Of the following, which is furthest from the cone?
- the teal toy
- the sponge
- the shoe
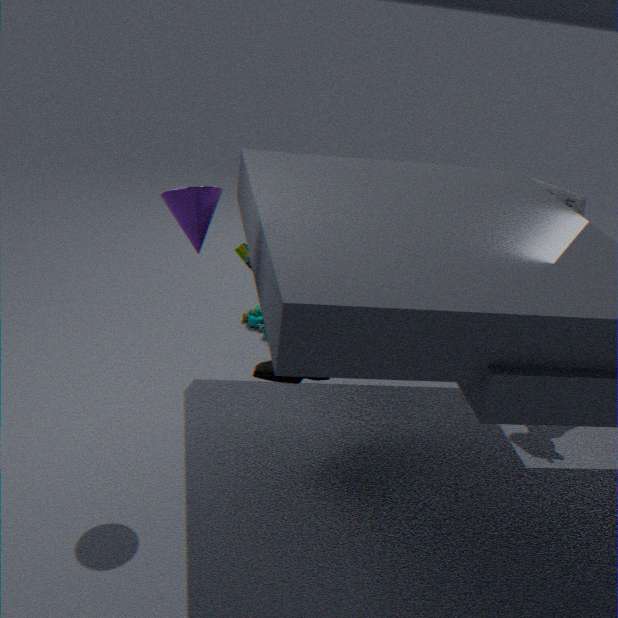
the sponge
